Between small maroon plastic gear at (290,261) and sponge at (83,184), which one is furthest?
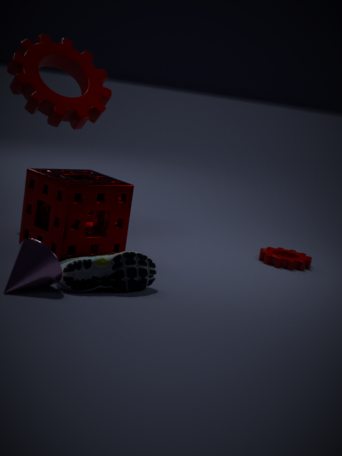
small maroon plastic gear at (290,261)
